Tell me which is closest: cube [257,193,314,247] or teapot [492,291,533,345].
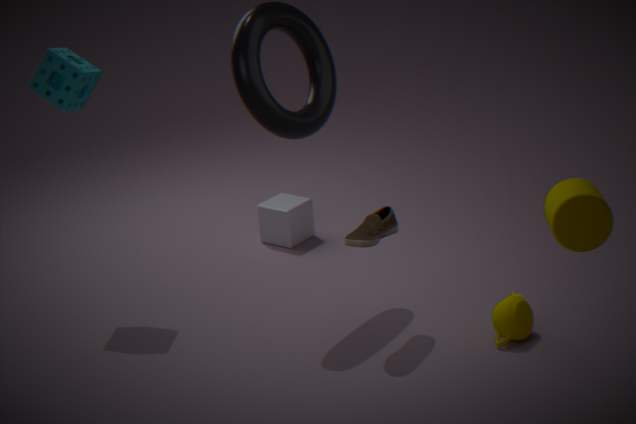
teapot [492,291,533,345]
